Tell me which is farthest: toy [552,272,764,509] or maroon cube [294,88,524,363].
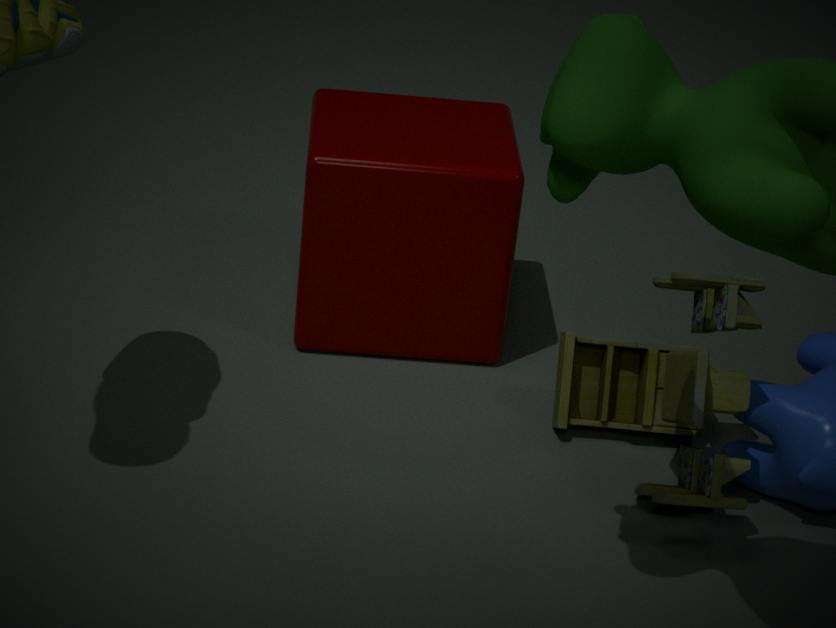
maroon cube [294,88,524,363]
